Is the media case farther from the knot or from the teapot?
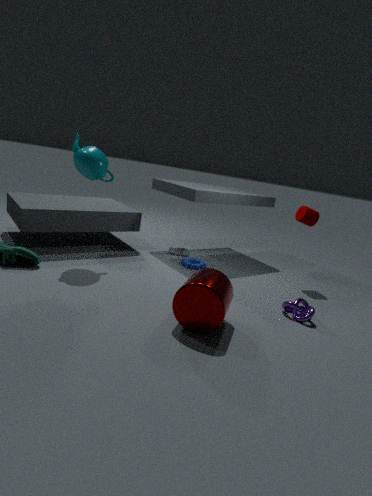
the knot
